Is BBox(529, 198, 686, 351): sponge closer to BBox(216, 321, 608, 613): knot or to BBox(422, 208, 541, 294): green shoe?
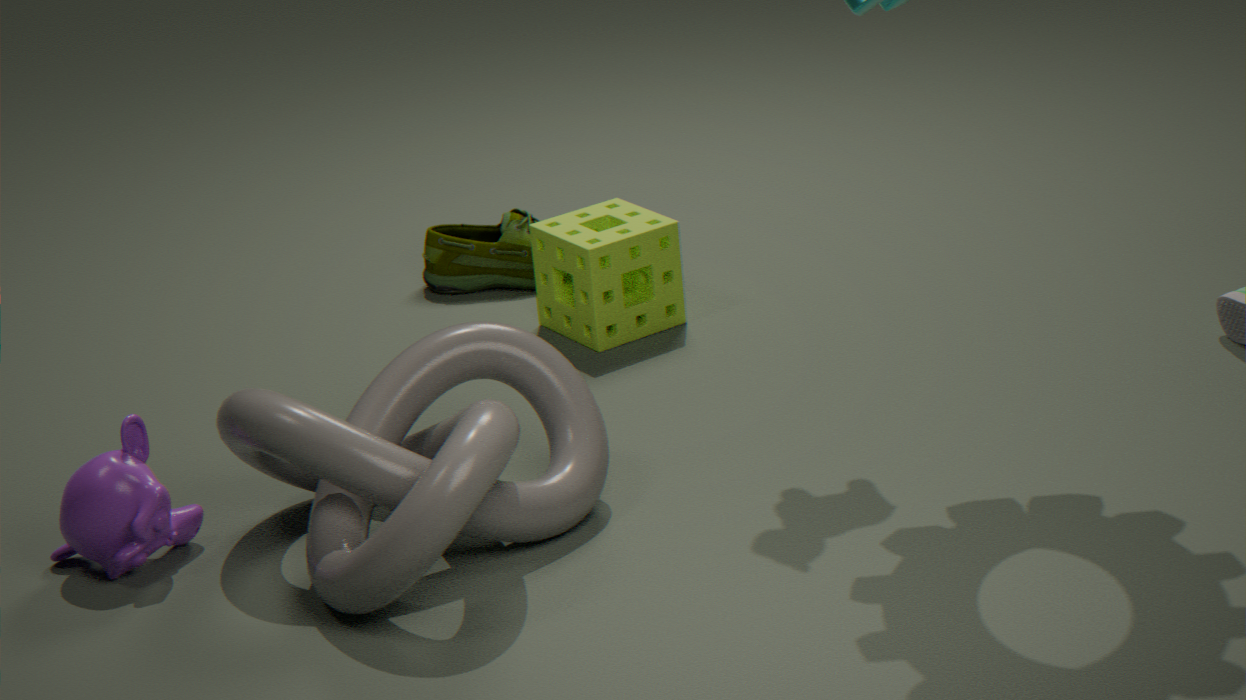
BBox(422, 208, 541, 294): green shoe
